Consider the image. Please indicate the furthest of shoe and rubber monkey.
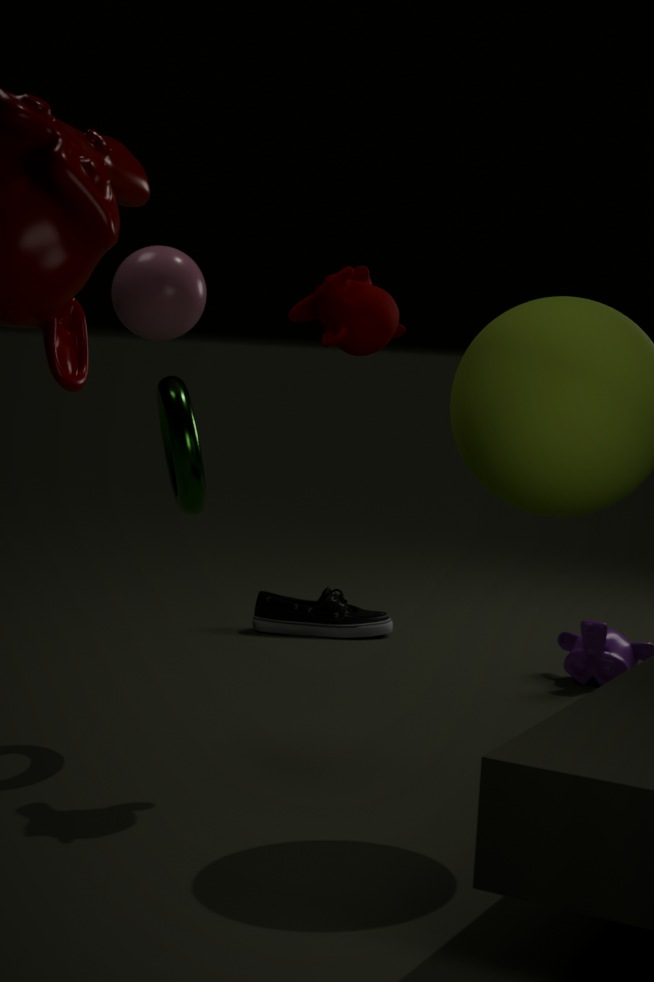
shoe
